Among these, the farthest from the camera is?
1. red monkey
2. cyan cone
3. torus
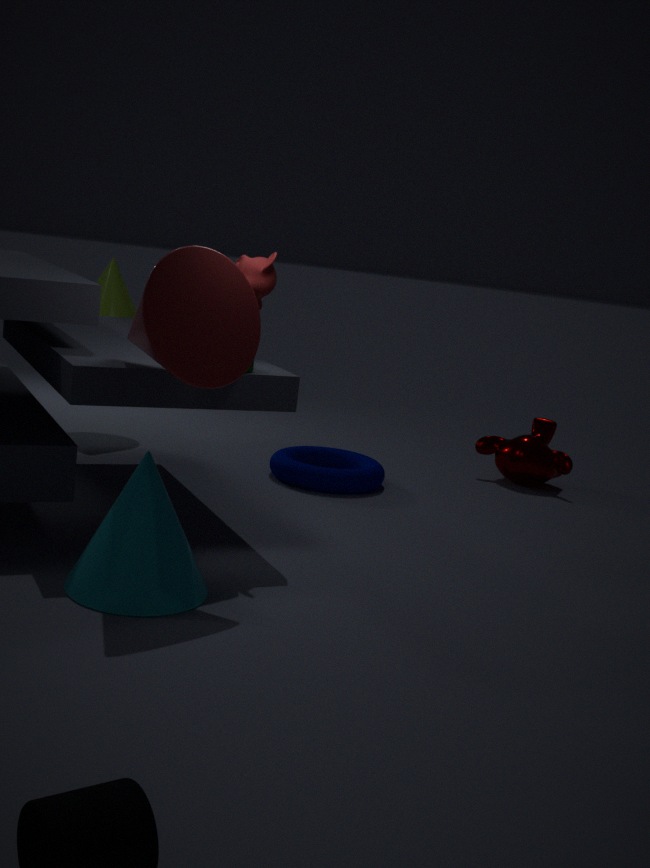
torus
